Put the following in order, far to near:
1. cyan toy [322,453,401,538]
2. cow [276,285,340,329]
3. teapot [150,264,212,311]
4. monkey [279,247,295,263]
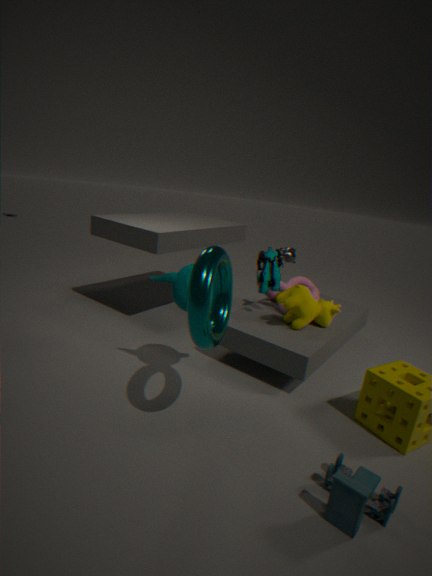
monkey [279,247,295,263], cow [276,285,340,329], teapot [150,264,212,311], cyan toy [322,453,401,538]
